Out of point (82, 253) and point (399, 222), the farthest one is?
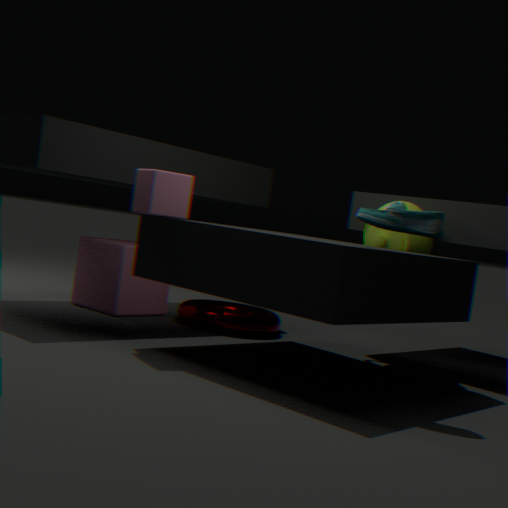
point (82, 253)
